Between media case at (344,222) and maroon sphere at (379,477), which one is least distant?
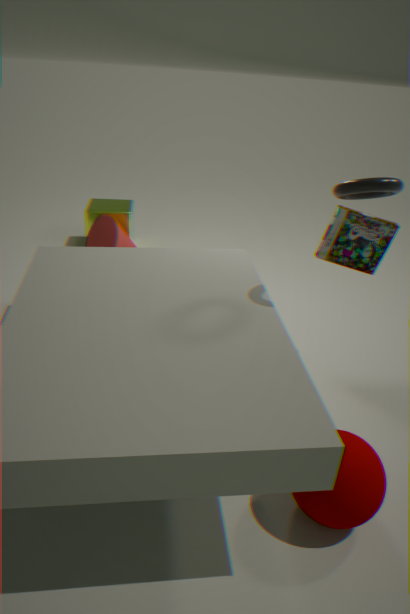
maroon sphere at (379,477)
